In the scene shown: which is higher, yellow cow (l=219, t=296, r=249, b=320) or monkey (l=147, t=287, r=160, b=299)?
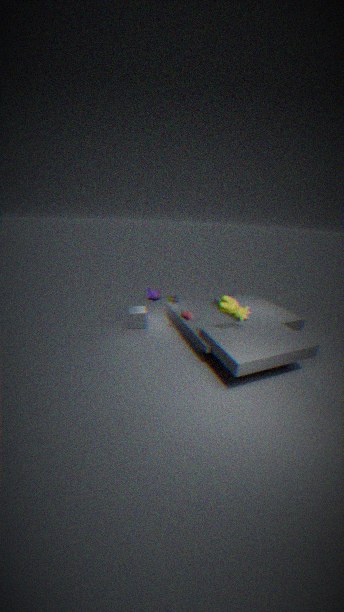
yellow cow (l=219, t=296, r=249, b=320)
